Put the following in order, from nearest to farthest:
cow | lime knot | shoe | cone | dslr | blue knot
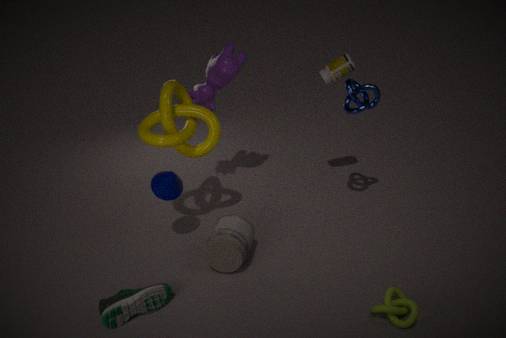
lime knot < shoe < dslr < cone < blue knot < cow
